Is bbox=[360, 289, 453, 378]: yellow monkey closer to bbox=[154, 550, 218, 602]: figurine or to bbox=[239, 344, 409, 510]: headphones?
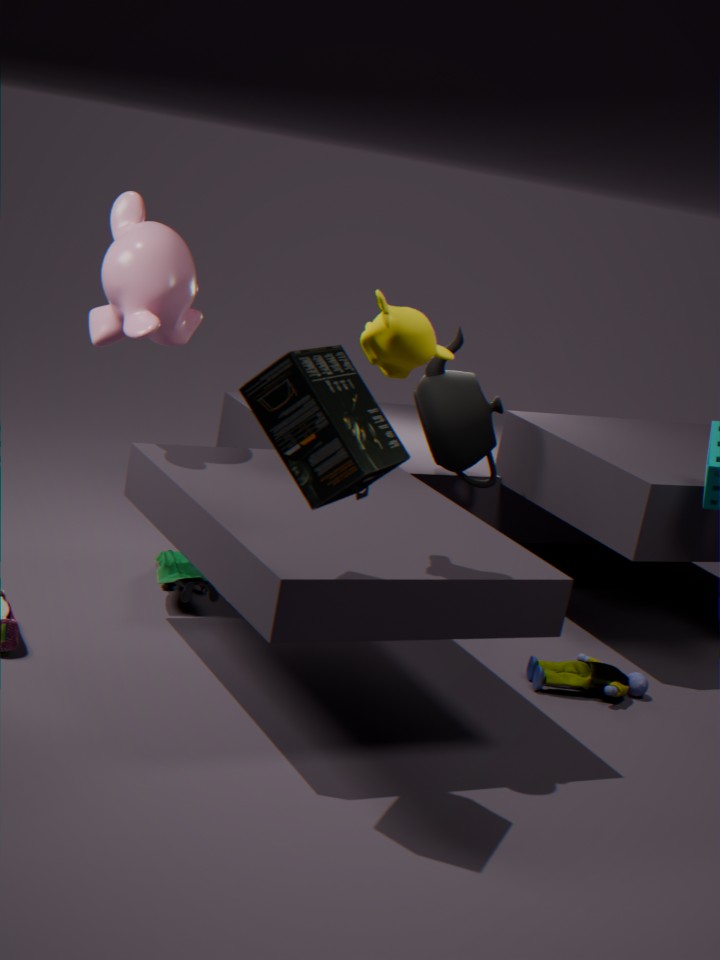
bbox=[239, 344, 409, 510]: headphones
